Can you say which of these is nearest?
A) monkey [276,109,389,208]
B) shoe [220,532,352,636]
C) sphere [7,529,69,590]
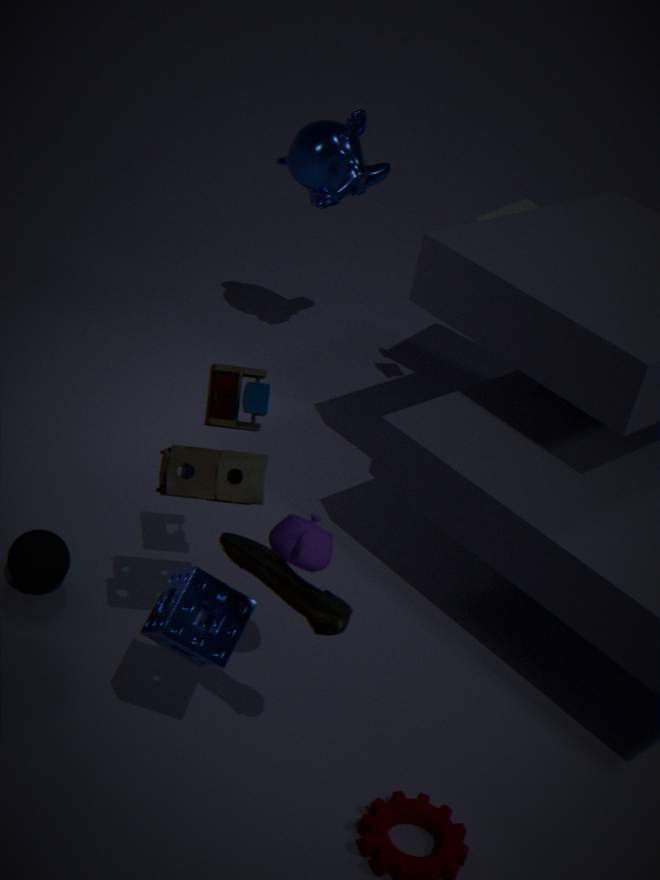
shoe [220,532,352,636]
